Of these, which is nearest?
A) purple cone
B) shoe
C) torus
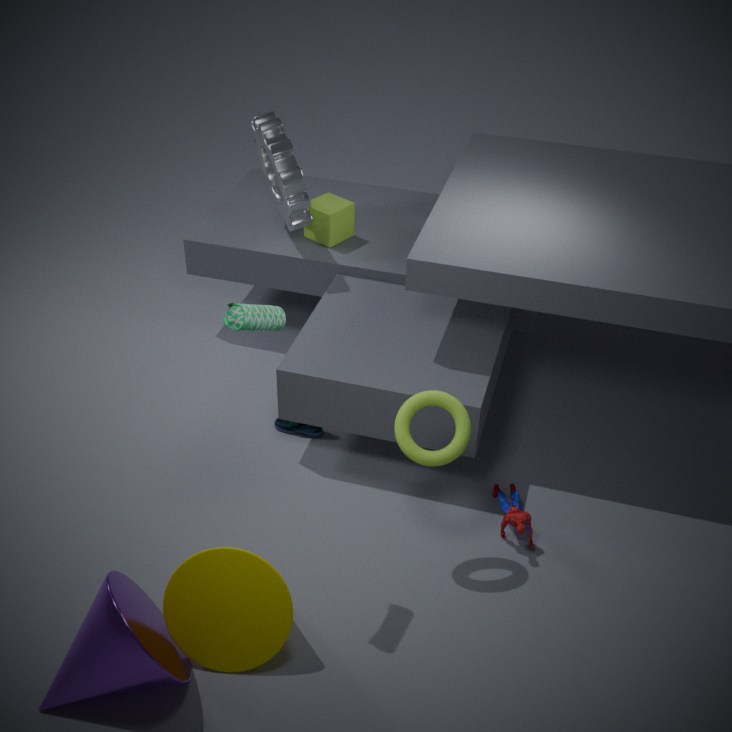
A. purple cone
